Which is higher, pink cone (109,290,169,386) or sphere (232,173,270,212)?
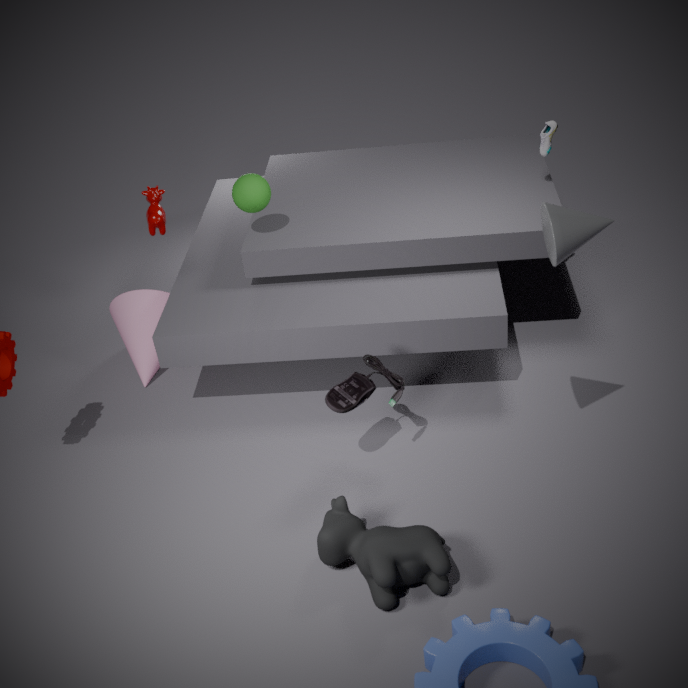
sphere (232,173,270,212)
